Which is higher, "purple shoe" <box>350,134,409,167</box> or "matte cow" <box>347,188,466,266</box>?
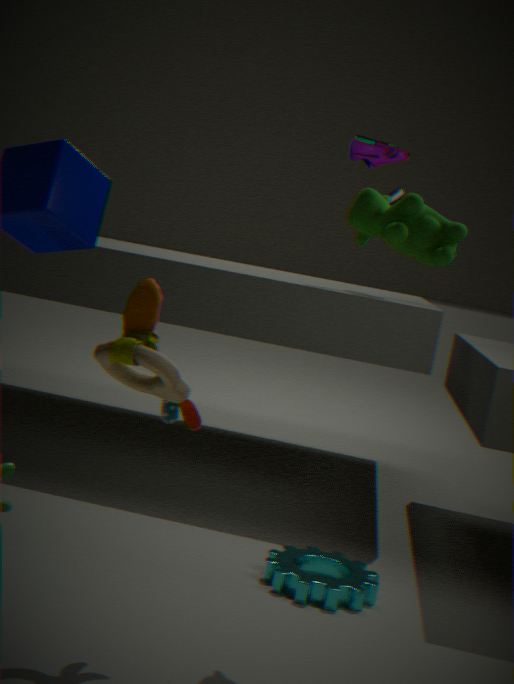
"purple shoe" <box>350,134,409,167</box>
